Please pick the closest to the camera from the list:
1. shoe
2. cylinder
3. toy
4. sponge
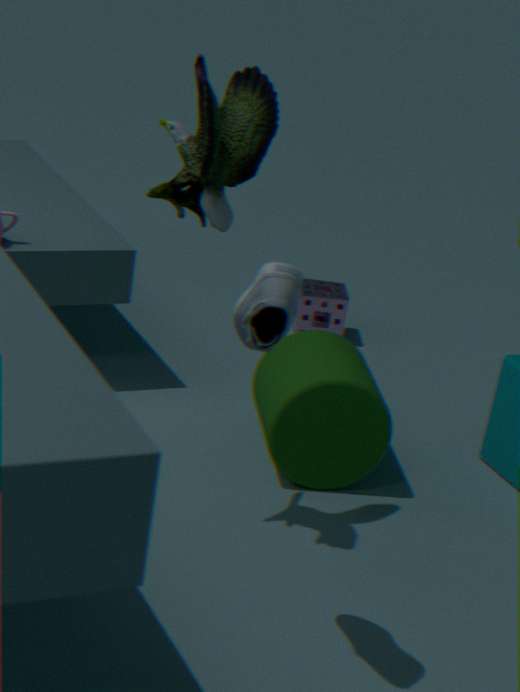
shoe
